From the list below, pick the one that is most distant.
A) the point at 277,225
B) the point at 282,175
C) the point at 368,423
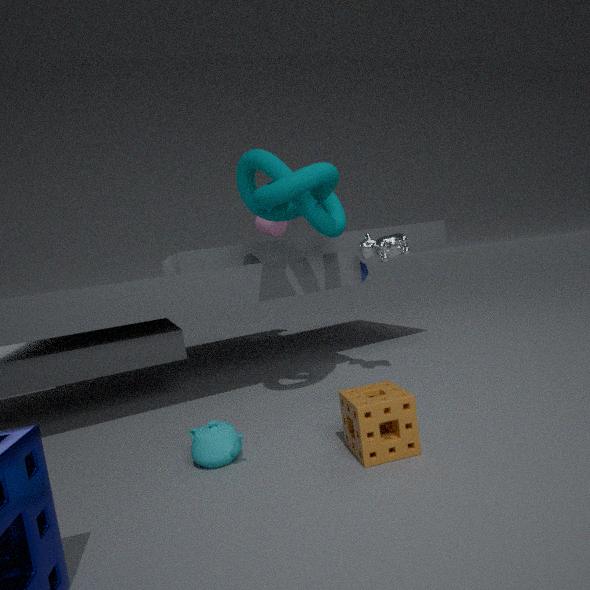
the point at 277,225
